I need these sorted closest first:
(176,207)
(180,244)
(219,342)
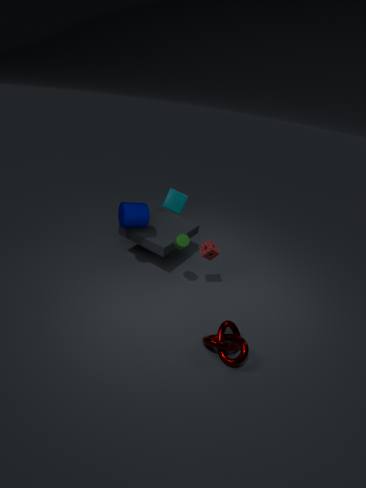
1. (219,342)
2. (180,244)
3. (176,207)
